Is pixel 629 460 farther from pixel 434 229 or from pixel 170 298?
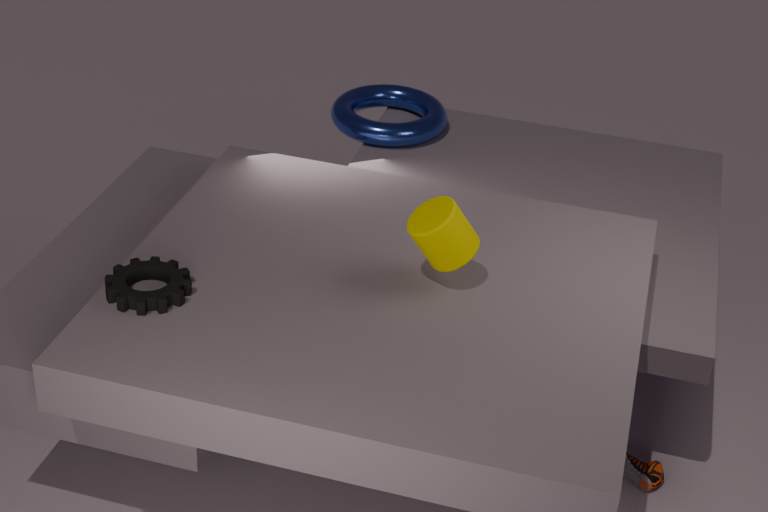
pixel 170 298
